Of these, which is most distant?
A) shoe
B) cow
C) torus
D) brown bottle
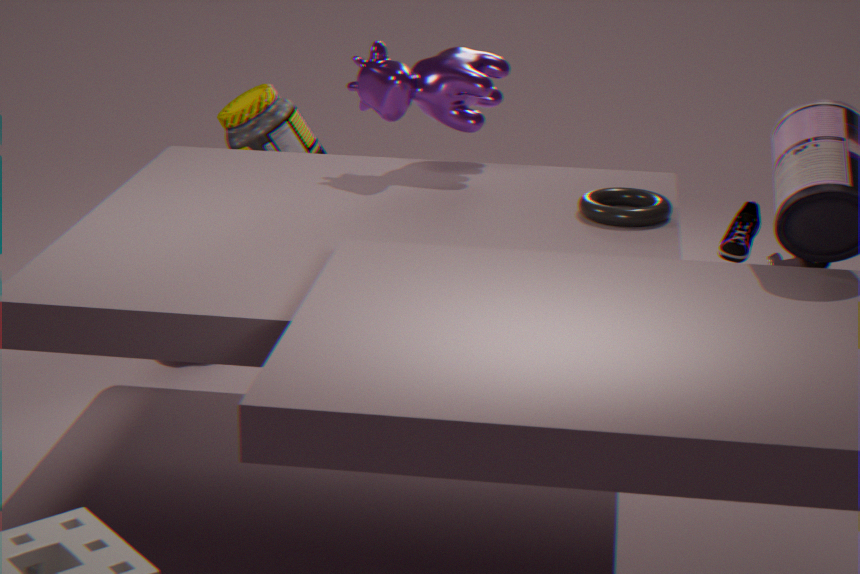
brown bottle
